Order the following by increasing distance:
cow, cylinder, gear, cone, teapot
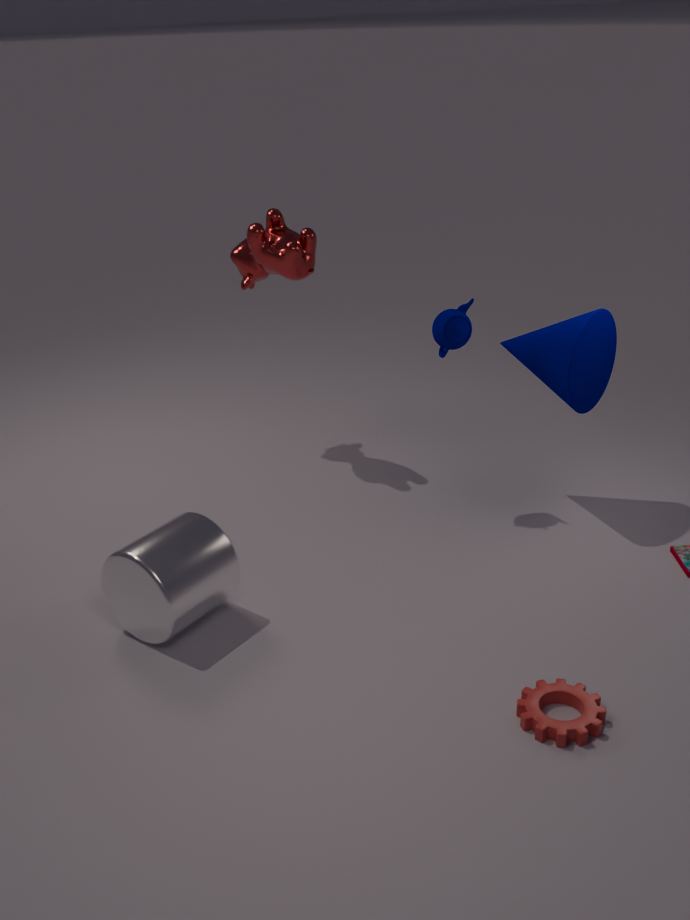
1. gear
2. cylinder
3. cone
4. teapot
5. cow
